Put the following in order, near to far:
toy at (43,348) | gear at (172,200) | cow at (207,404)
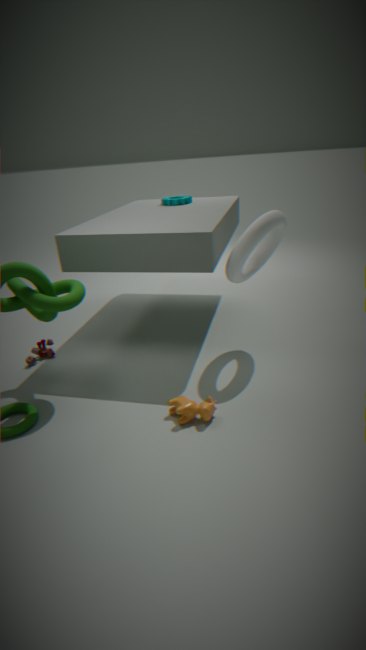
cow at (207,404) < toy at (43,348) < gear at (172,200)
